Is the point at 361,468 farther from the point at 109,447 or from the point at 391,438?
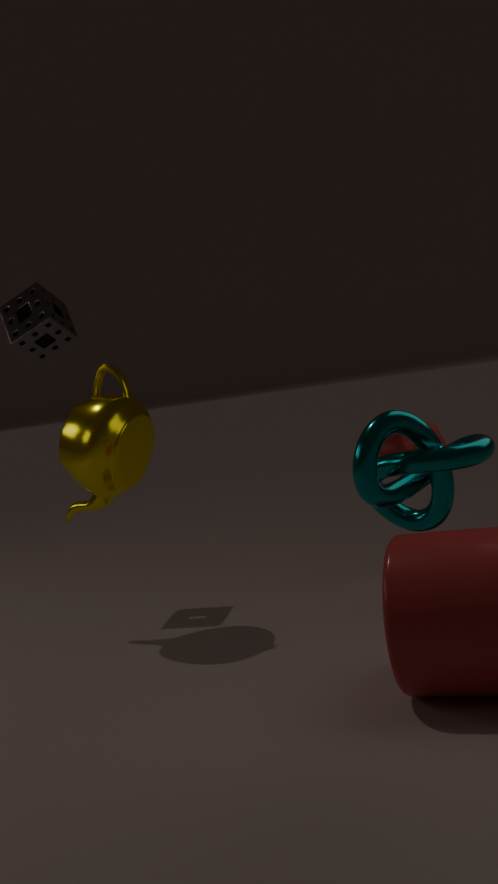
the point at 109,447
